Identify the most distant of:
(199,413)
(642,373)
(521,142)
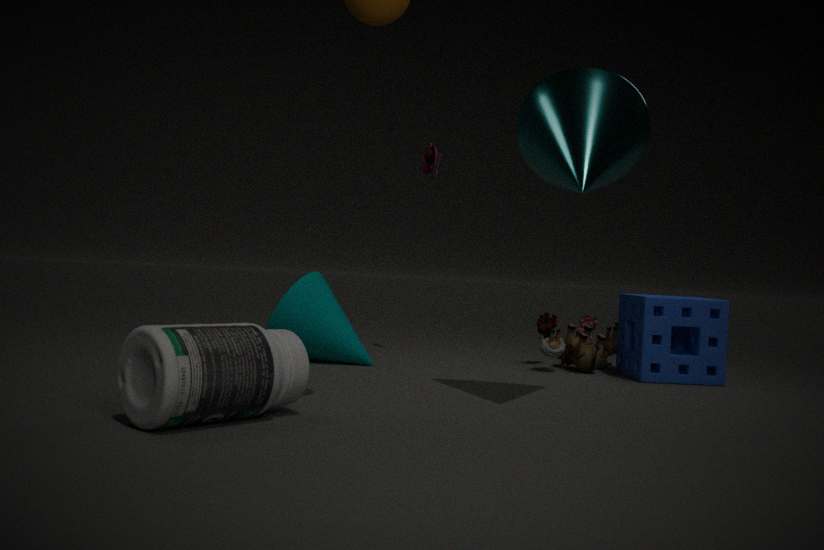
(642,373)
